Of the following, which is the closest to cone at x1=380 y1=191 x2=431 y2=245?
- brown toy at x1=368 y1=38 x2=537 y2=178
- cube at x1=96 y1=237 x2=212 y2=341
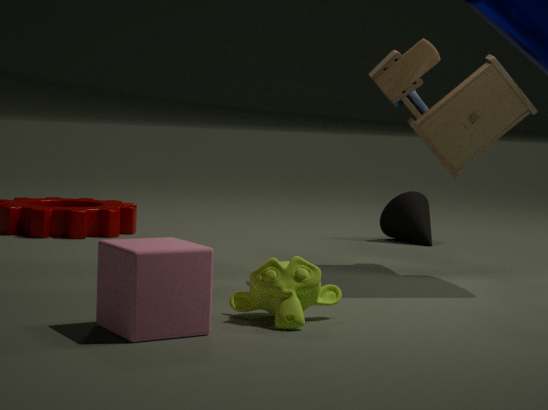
brown toy at x1=368 y1=38 x2=537 y2=178
